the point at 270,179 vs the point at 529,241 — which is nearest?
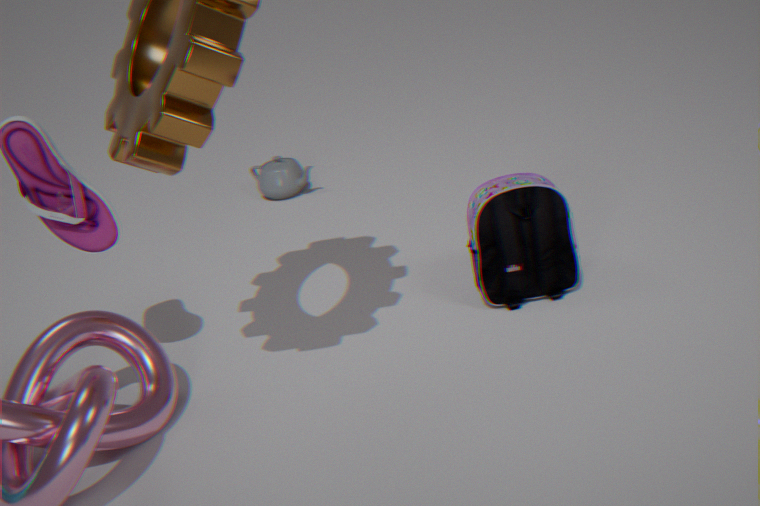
the point at 529,241
